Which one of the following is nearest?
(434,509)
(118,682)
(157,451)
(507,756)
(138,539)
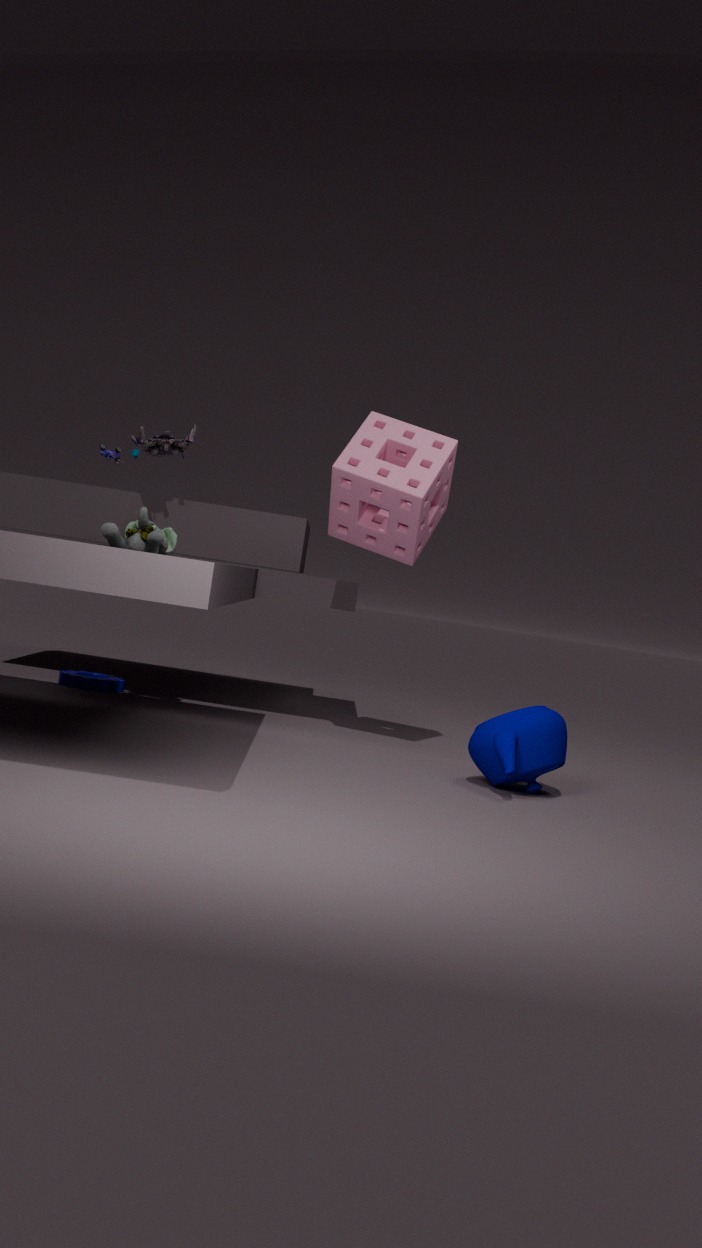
(507,756)
